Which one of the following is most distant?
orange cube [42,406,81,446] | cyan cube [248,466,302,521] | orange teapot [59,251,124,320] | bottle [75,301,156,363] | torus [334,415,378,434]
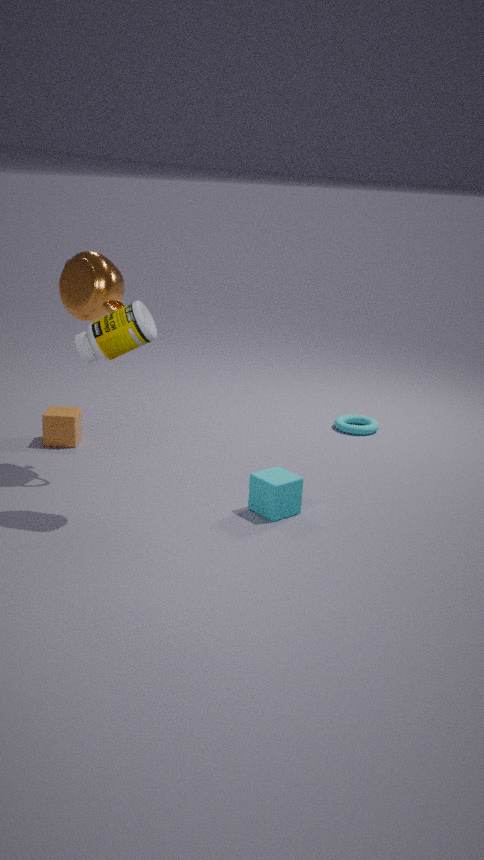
torus [334,415,378,434]
